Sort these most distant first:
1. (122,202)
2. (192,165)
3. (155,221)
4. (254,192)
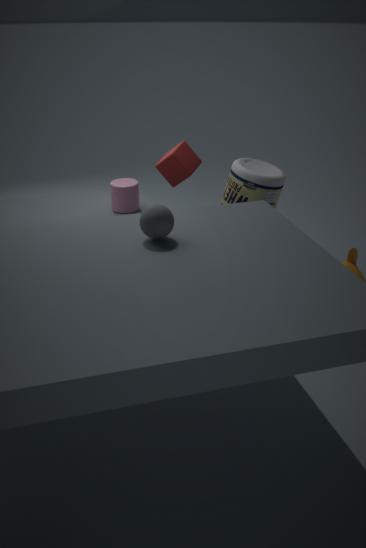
(254,192) < (122,202) < (192,165) < (155,221)
